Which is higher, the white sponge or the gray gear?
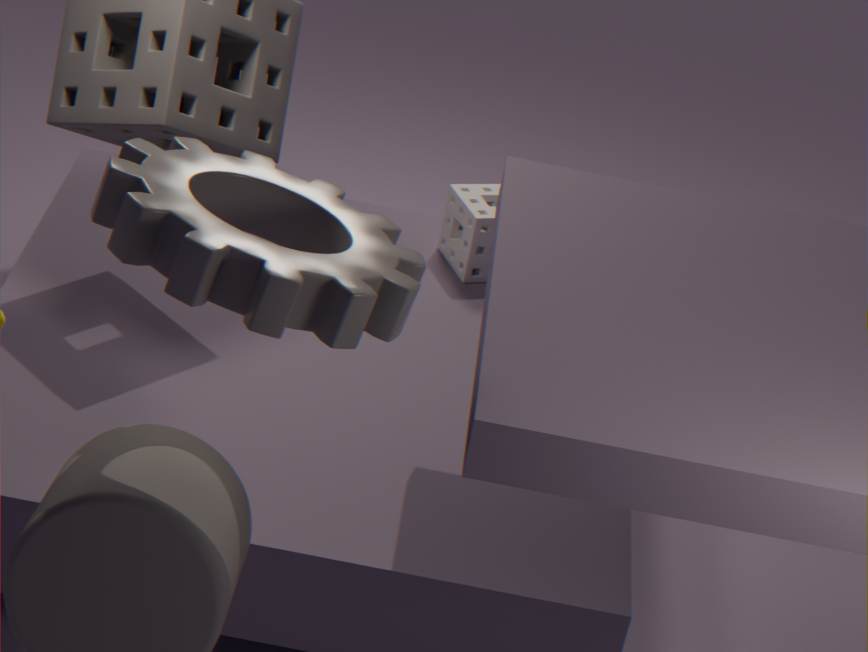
the gray gear
